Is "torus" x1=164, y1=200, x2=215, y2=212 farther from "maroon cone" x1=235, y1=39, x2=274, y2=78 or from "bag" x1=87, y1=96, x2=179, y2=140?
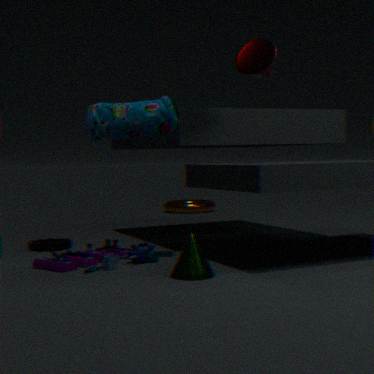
"maroon cone" x1=235, y1=39, x2=274, y2=78
